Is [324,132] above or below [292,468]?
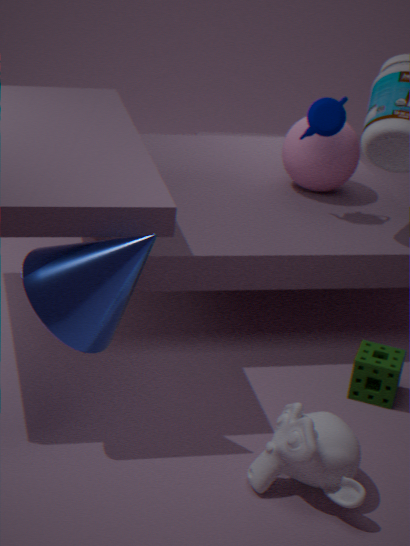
above
